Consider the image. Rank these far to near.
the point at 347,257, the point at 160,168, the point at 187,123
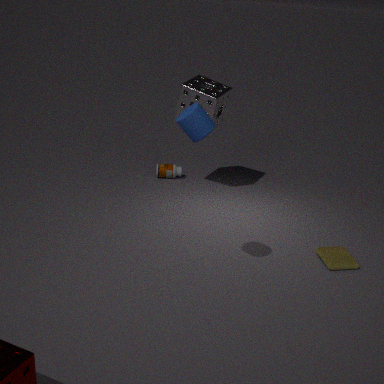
the point at 160,168 → the point at 347,257 → the point at 187,123
